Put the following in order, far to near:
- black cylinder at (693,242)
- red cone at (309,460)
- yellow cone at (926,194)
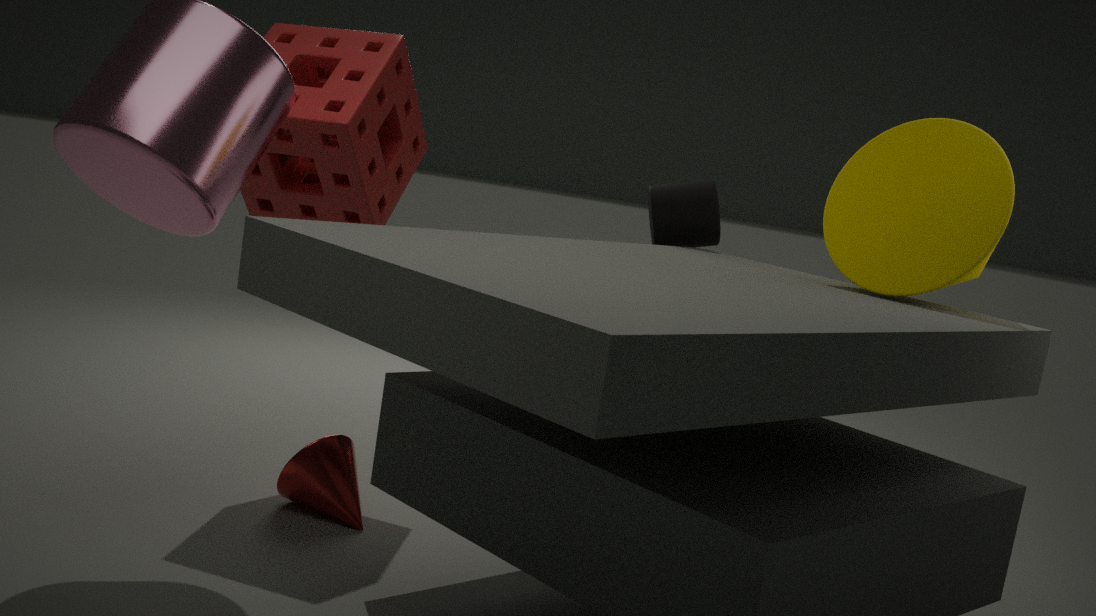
1. black cylinder at (693,242)
2. red cone at (309,460)
3. yellow cone at (926,194)
